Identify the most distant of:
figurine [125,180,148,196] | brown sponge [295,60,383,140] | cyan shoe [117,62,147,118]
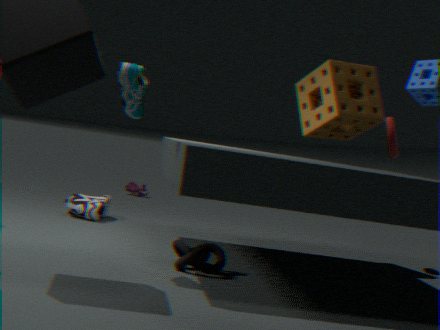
figurine [125,180,148,196]
